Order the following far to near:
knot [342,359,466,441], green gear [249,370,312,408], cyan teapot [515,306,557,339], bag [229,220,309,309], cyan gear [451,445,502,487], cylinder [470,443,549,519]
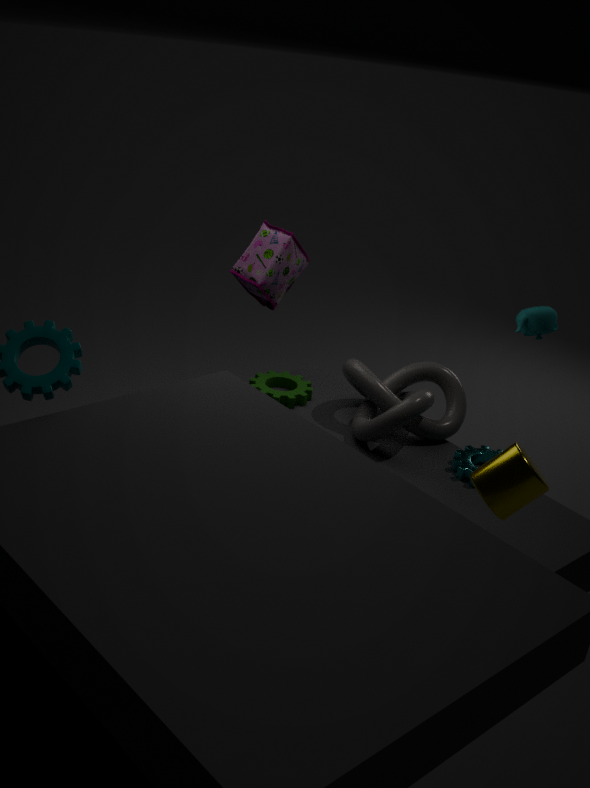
bag [229,220,309,309], green gear [249,370,312,408], cyan teapot [515,306,557,339], knot [342,359,466,441], cyan gear [451,445,502,487], cylinder [470,443,549,519]
